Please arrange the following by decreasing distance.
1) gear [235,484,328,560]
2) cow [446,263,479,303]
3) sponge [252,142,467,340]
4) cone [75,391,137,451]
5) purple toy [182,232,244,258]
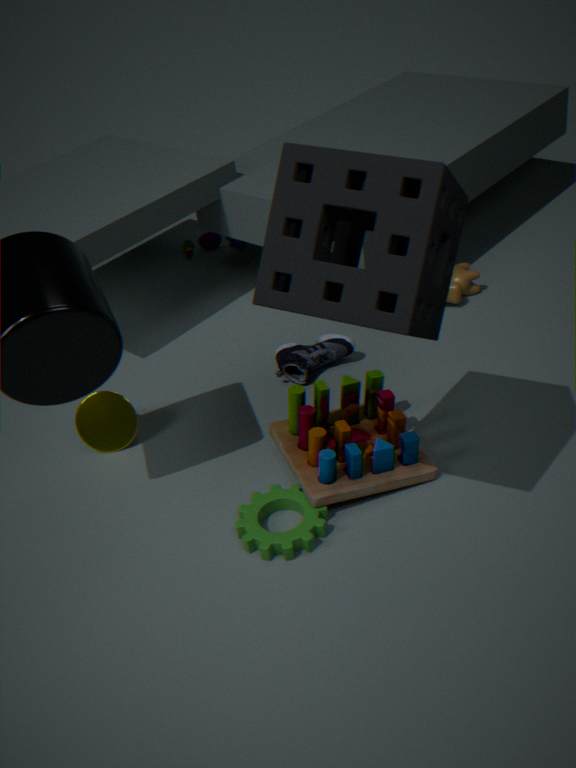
5. purple toy [182,232,244,258] → 2. cow [446,263,479,303] → 4. cone [75,391,137,451] → 1. gear [235,484,328,560] → 3. sponge [252,142,467,340]
